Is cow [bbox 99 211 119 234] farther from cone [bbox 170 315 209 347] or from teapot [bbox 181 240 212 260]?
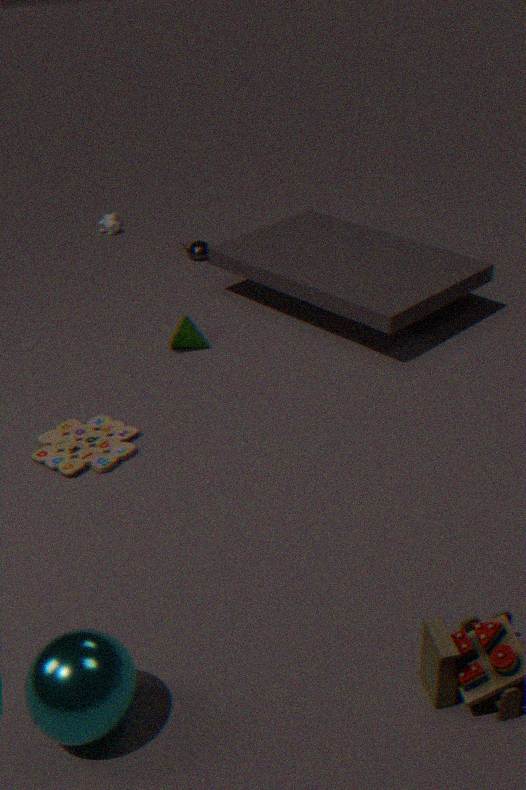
cone [bbox 170 315 209 347]
